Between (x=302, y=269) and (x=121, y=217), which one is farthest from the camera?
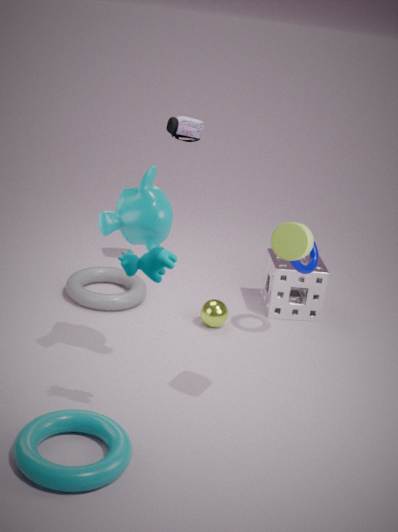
(x=302, y=269)
